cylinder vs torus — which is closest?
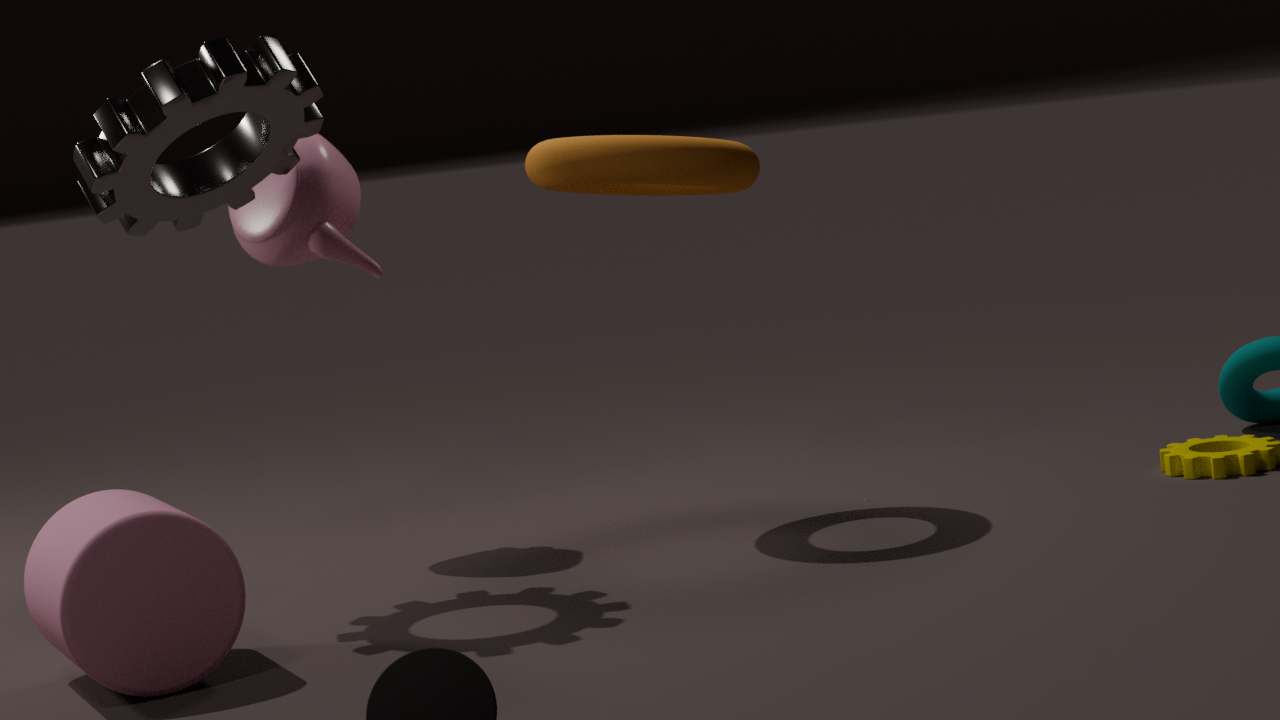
cylinder
